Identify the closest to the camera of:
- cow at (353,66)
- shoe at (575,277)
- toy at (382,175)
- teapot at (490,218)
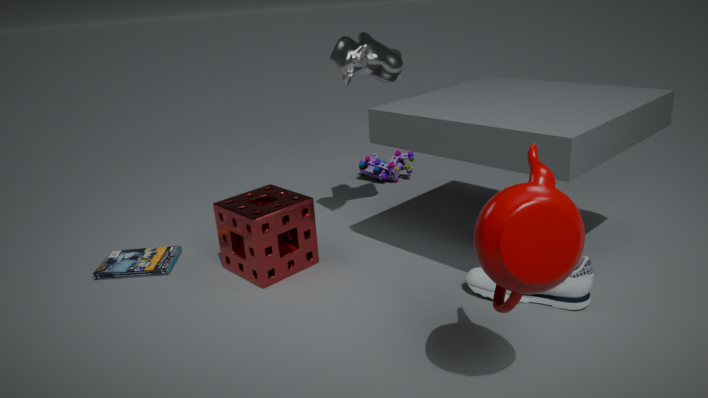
teapot at (490,218)
